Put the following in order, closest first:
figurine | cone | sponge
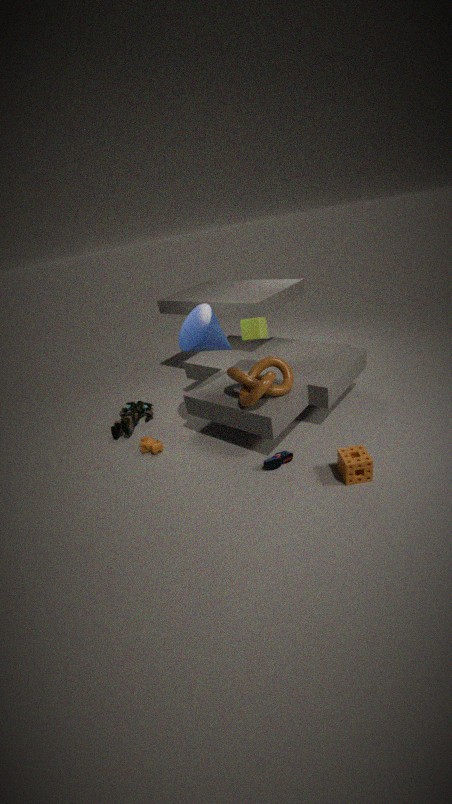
1. sponge
2. cone
3. figurine
